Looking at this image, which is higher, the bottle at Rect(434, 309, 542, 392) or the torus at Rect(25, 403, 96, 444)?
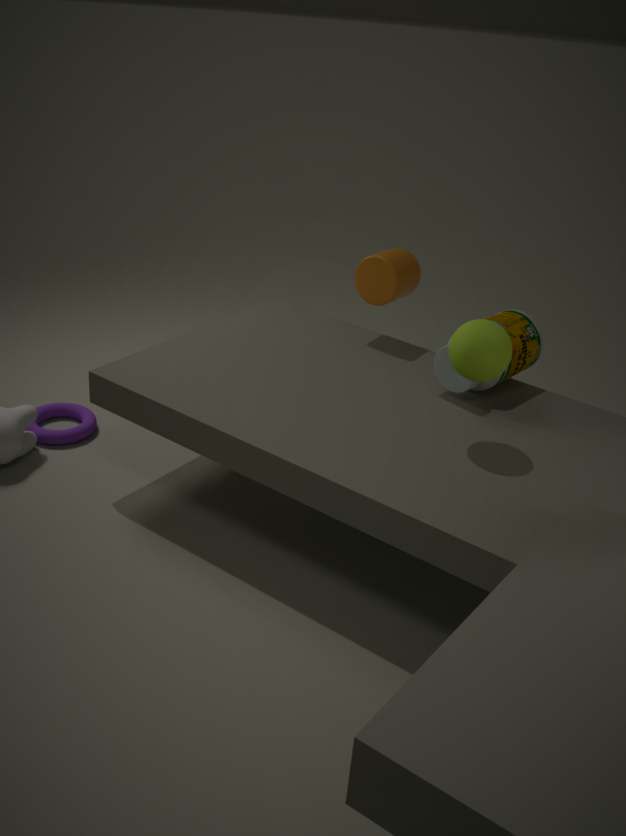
the bottle at Rect(434, 309, 542, 392)
